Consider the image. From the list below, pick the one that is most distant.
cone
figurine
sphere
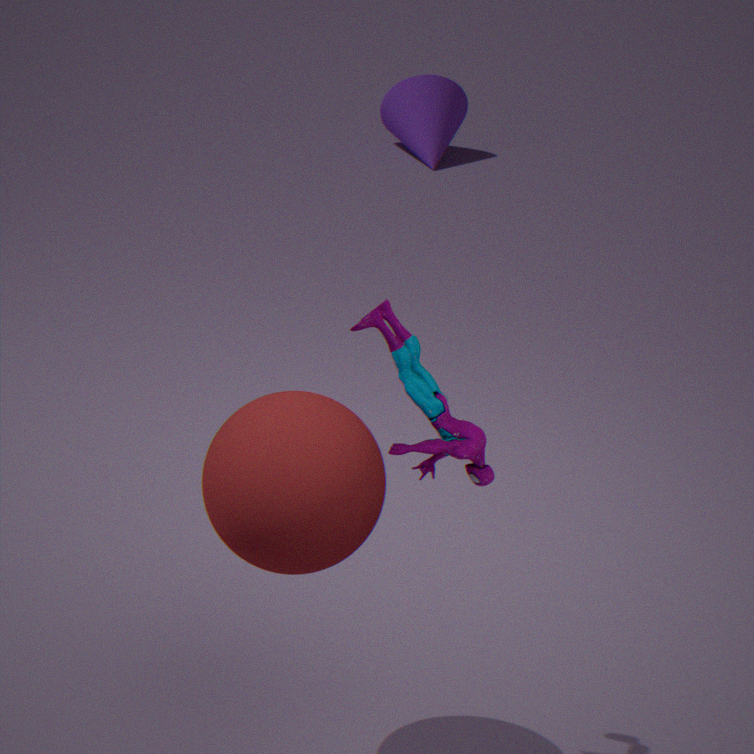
cone
